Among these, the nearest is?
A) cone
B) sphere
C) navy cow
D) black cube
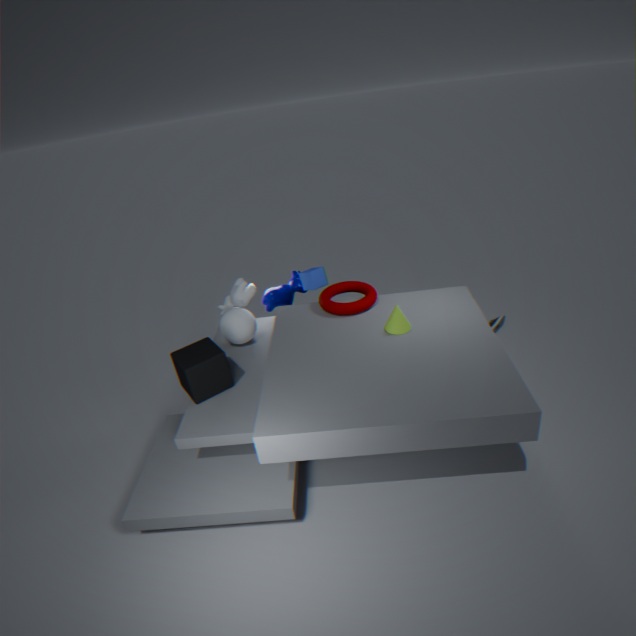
cone
